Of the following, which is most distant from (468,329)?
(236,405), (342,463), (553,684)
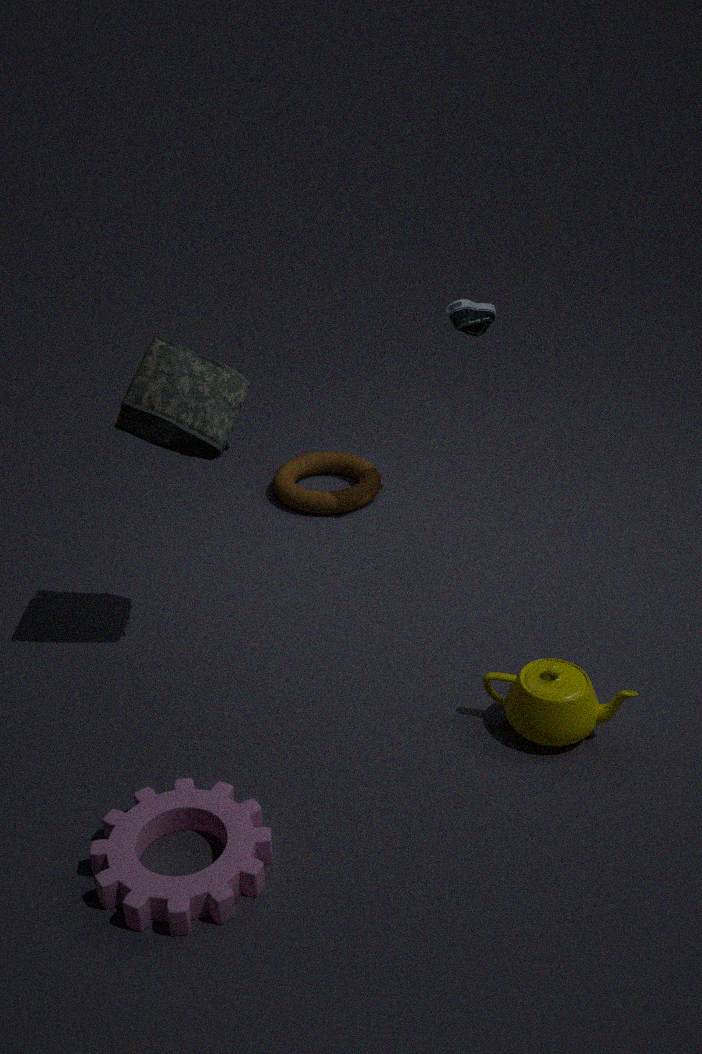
(553,684)
